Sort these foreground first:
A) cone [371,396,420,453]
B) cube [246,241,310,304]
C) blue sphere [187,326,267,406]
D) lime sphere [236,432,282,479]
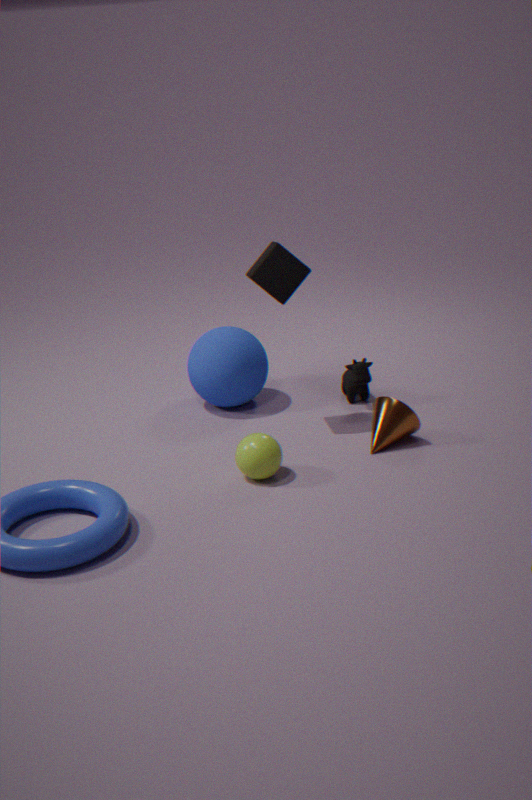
lime sphere [236,432,282,479] → cube [246,241,310,304] → cone [371,396,420,453] → blue sphere [187,326,267,406]
